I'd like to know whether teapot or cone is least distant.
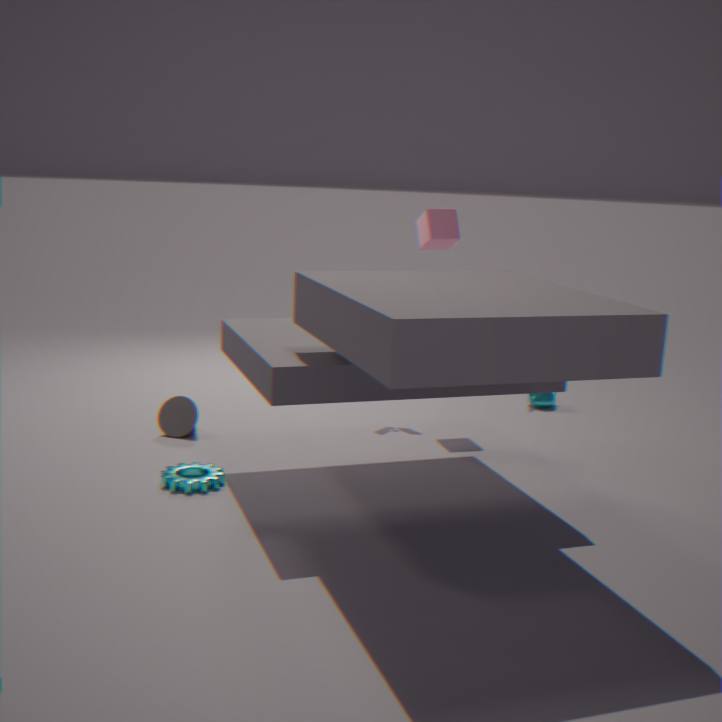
cone
